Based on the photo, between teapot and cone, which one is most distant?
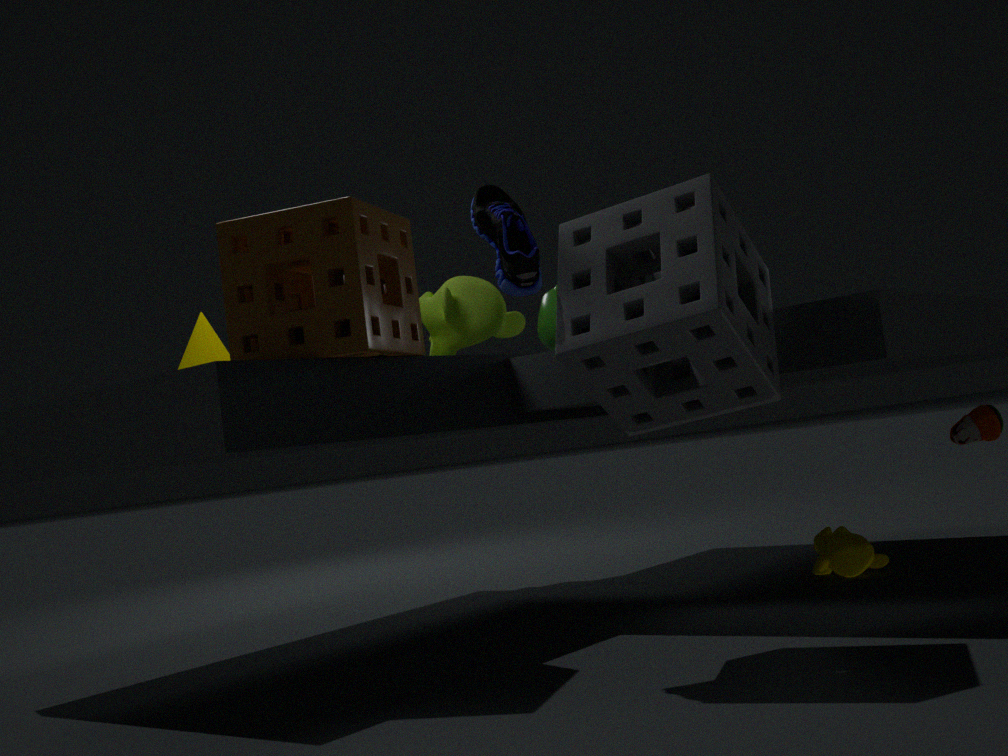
teapot
